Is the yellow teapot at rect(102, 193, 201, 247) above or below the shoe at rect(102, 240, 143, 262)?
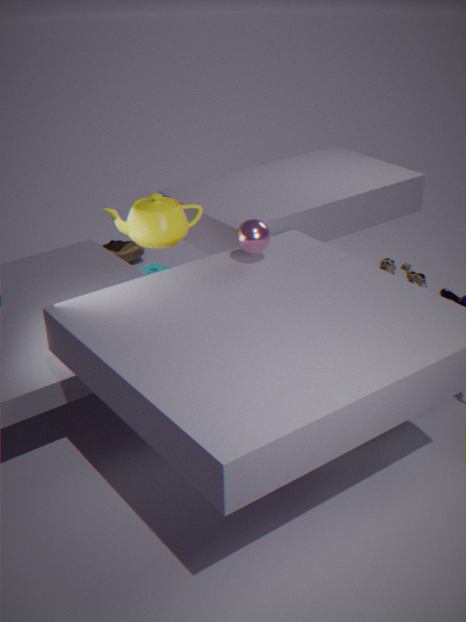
above
